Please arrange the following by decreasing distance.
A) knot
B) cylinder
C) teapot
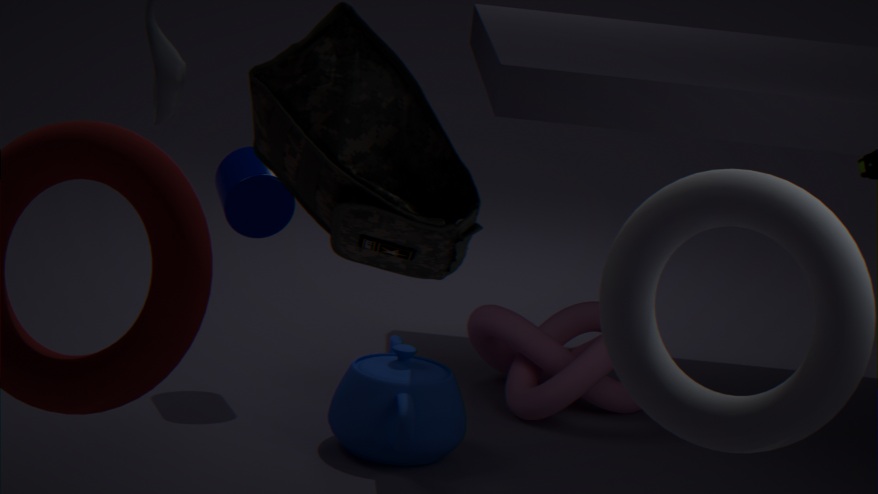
knot < cylinder < teapot
